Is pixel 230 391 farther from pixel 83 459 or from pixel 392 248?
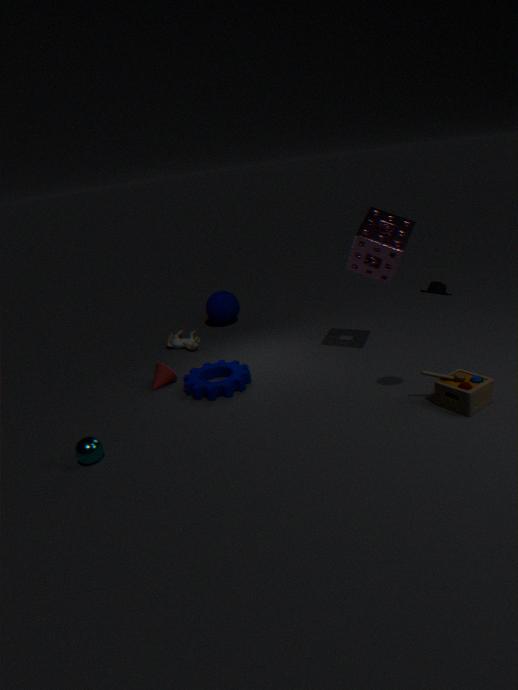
pixel 392 248
